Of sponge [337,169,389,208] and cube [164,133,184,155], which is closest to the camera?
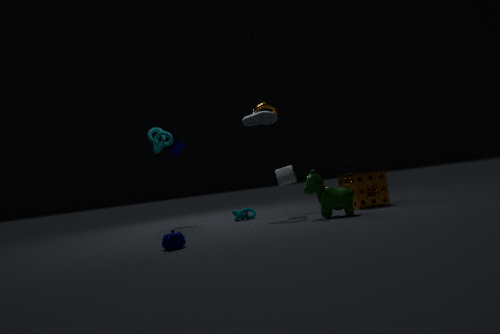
sponge [337,169,389,208]
